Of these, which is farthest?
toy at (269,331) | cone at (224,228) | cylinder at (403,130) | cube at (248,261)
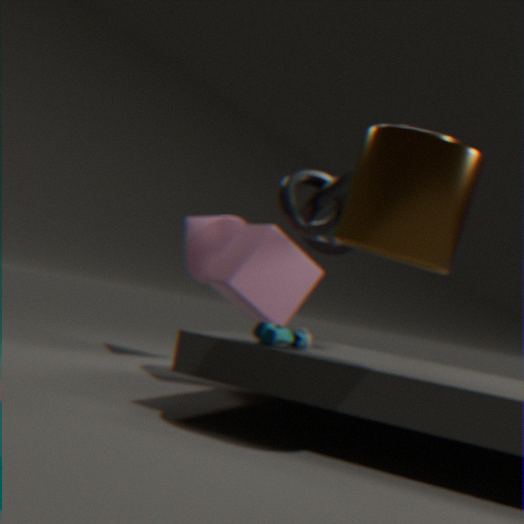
cone at (224,228)
